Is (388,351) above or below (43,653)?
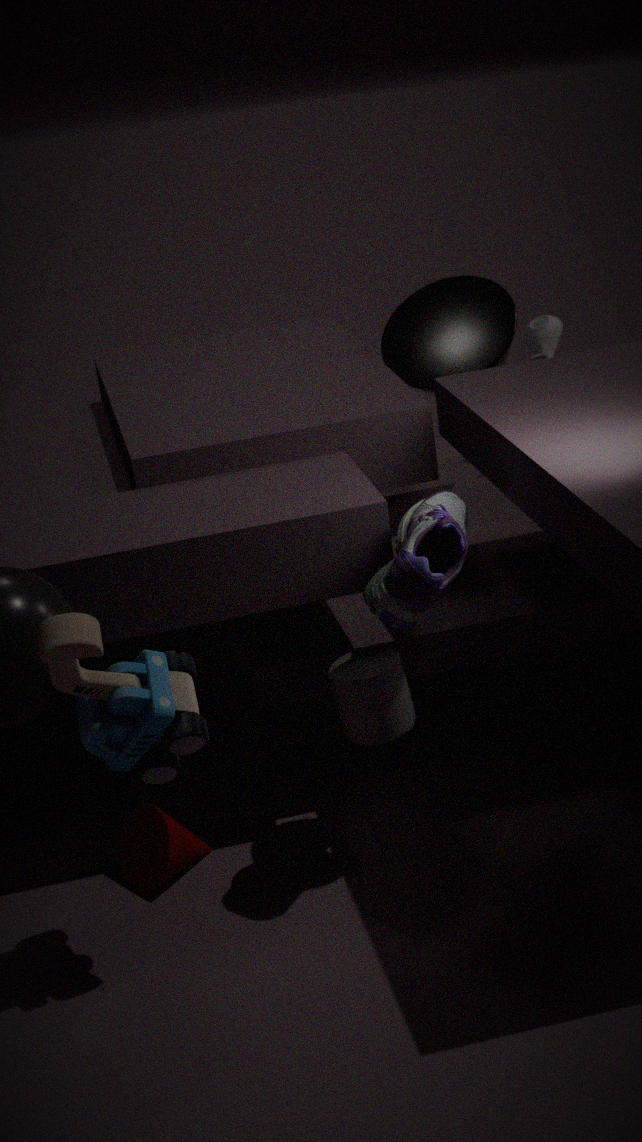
above
